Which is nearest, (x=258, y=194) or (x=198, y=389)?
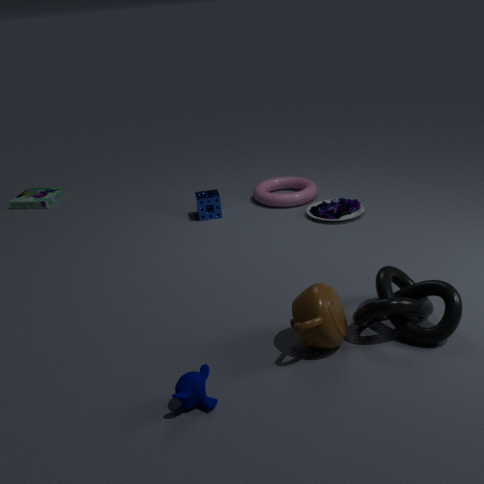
(x=198, y=389)
